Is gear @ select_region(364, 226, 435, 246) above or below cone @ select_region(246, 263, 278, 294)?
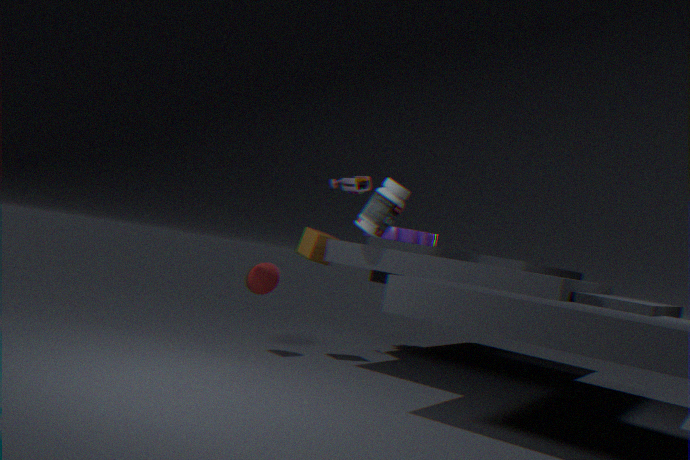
above
